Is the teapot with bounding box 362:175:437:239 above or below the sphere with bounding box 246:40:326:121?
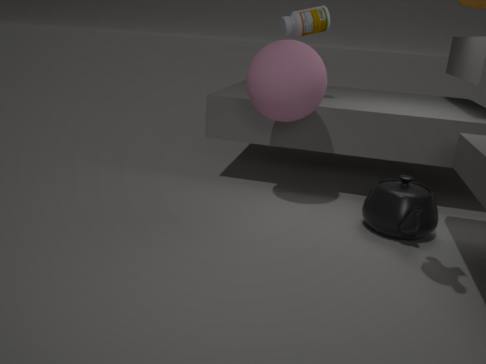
below
